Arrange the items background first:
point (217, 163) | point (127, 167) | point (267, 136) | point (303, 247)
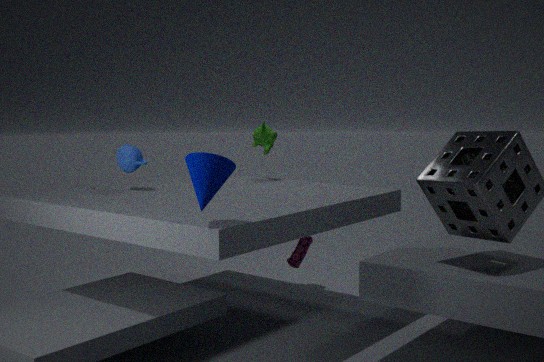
point (267, 136)
point (303, 247)
point (127, 167)
point (217, 163)
